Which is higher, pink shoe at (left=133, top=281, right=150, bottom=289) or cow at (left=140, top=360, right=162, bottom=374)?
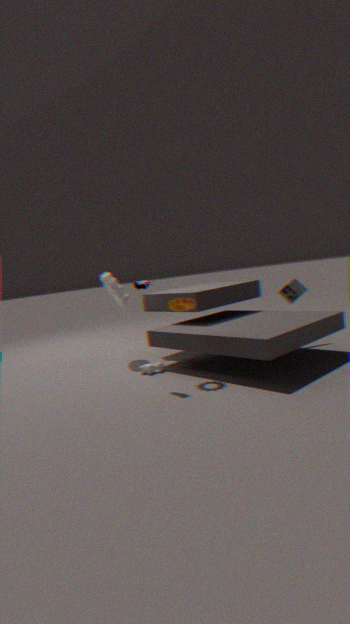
pink shoe at (left=133, top=281, right=150, bottom=289)
